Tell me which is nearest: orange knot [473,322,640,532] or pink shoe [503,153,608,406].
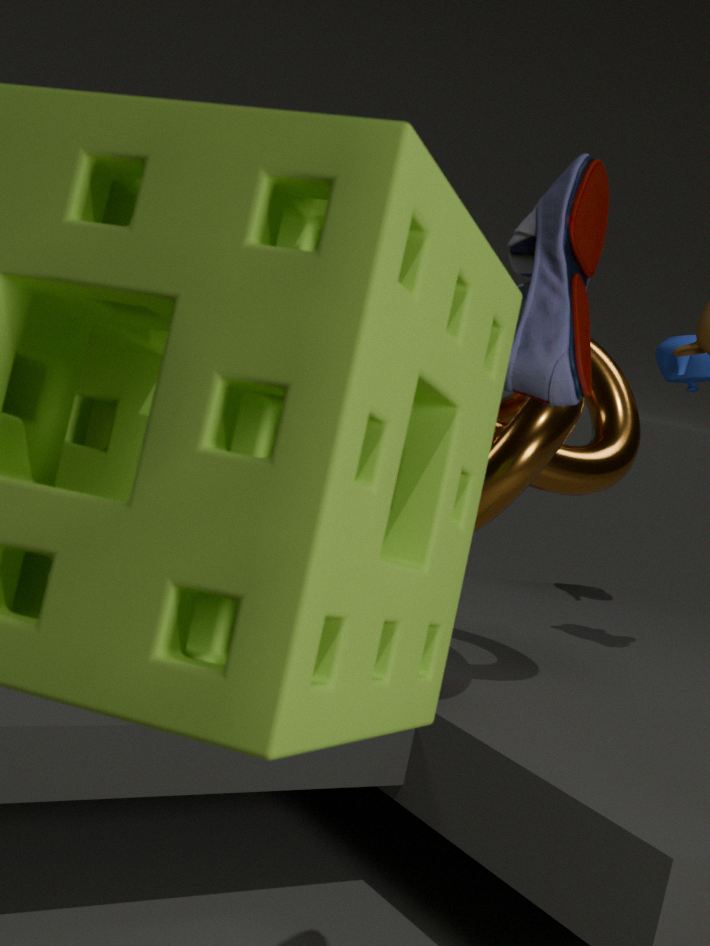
pink shoe [503,153,608,406]
